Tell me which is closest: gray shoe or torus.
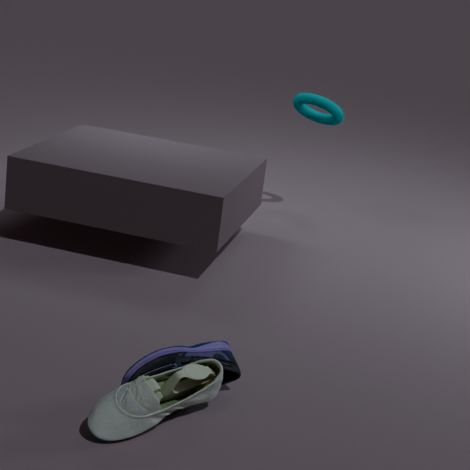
gray shoe
